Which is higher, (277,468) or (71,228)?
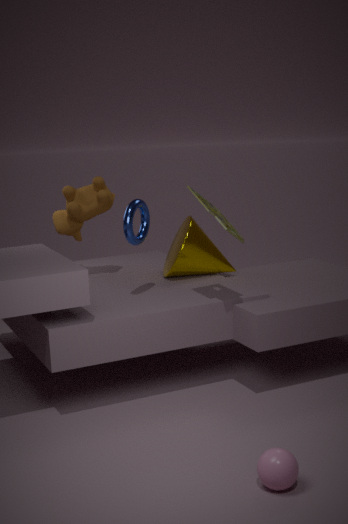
(71,228)
